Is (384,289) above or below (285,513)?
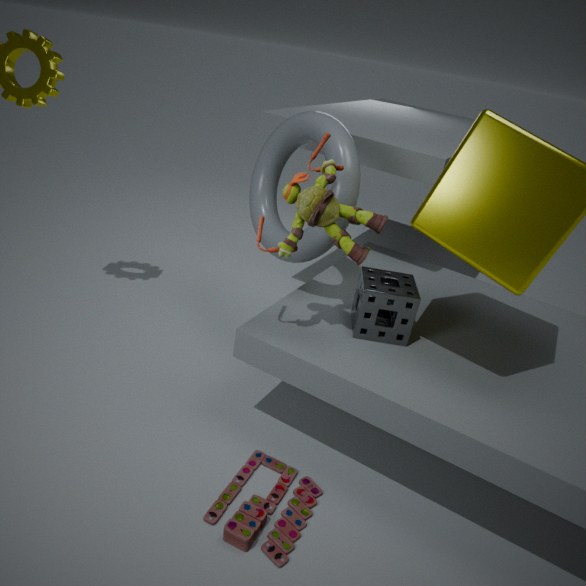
above
